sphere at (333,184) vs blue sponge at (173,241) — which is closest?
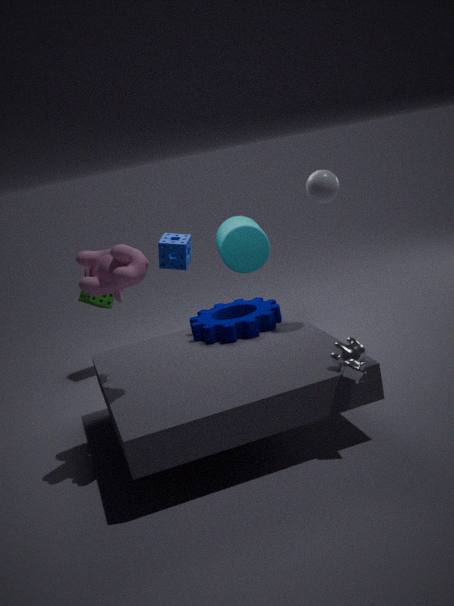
sphere at (333,184)
